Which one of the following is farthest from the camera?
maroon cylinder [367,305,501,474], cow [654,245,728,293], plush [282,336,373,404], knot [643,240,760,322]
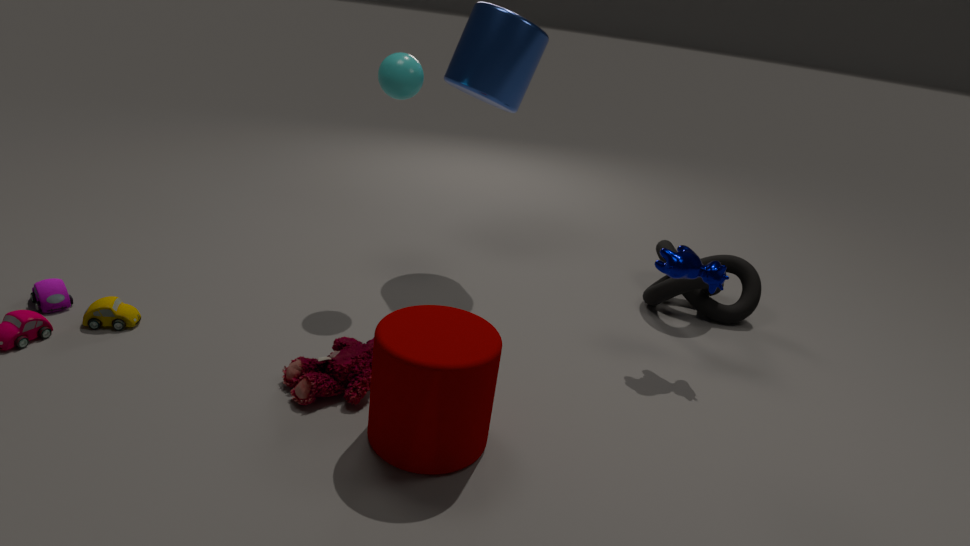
knot [643,240,760,322]
